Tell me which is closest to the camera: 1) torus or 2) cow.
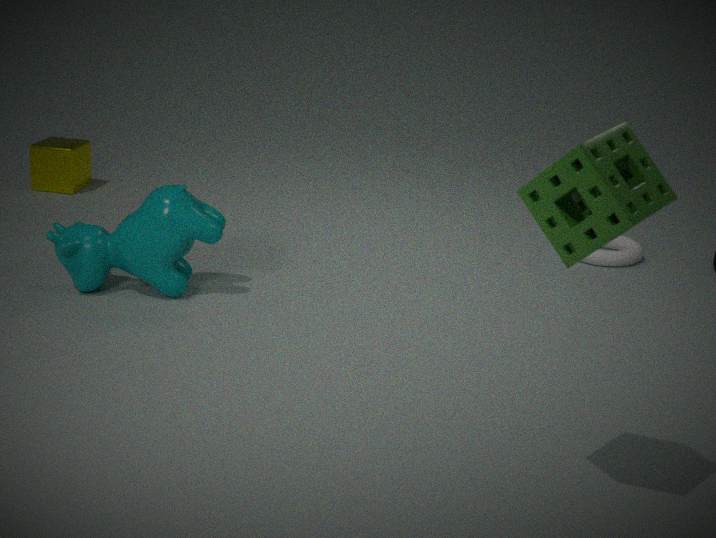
2. cow
